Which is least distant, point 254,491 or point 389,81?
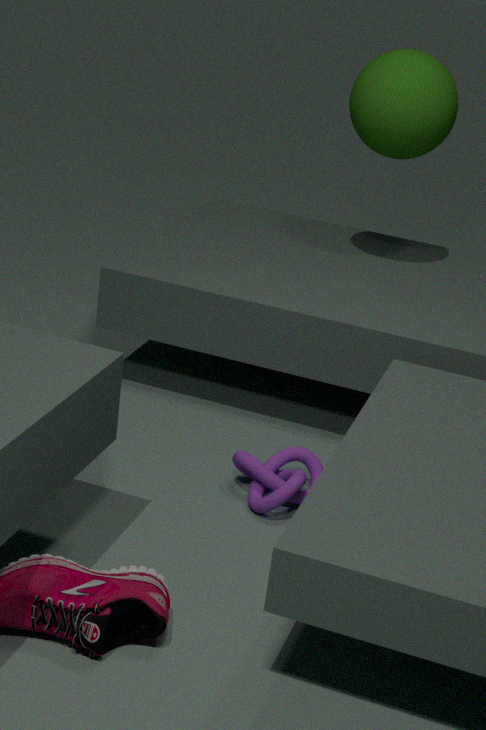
point 254,491
